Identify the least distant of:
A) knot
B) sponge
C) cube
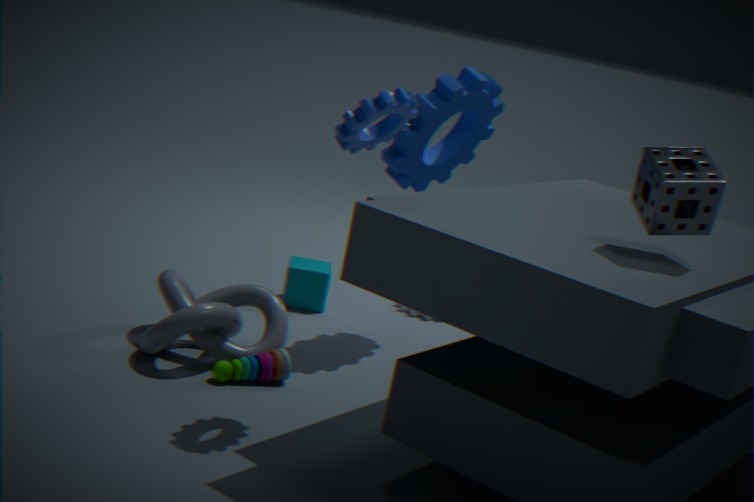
sponge
